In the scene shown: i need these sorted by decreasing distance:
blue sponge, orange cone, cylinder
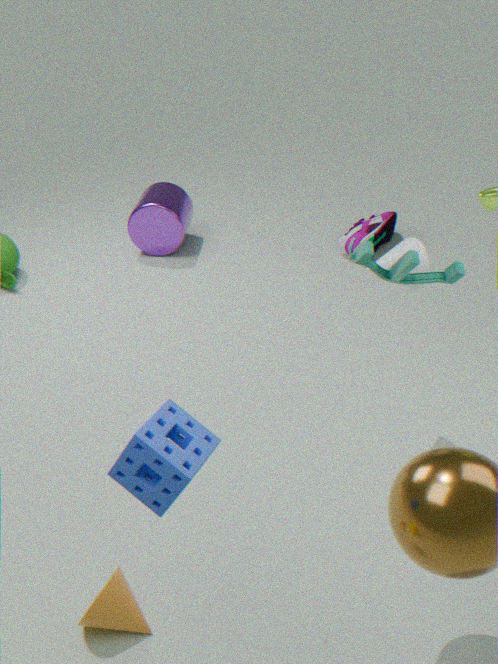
1. cylinder
2. orange cone
3. blue sponge
